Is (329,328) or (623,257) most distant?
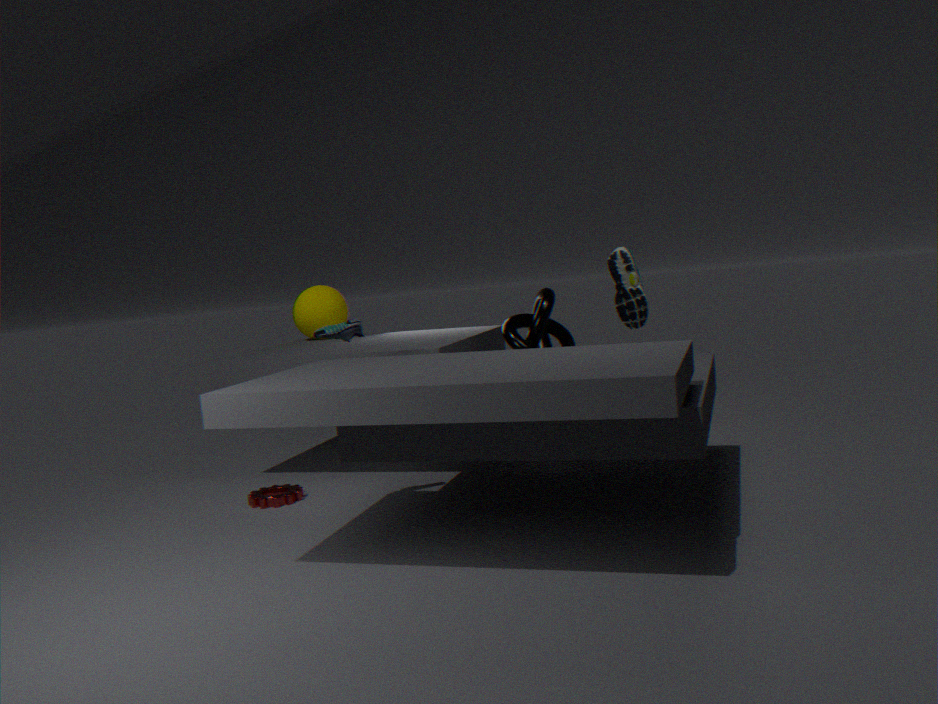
(623,257)
